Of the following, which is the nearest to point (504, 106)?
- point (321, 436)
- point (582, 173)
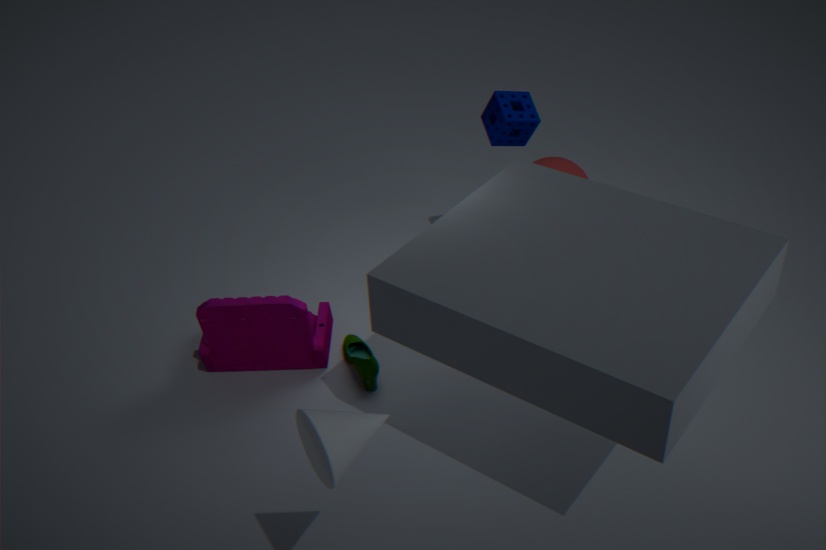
point (582, 173)
